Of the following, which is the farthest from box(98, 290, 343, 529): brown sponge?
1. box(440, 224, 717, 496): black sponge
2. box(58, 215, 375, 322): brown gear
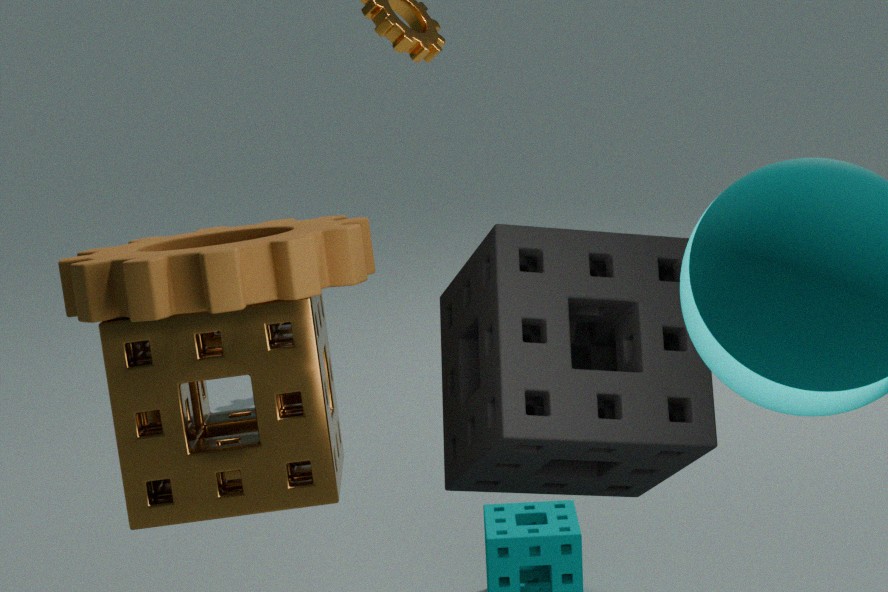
box(440, 224, 717, 496): black sponge
